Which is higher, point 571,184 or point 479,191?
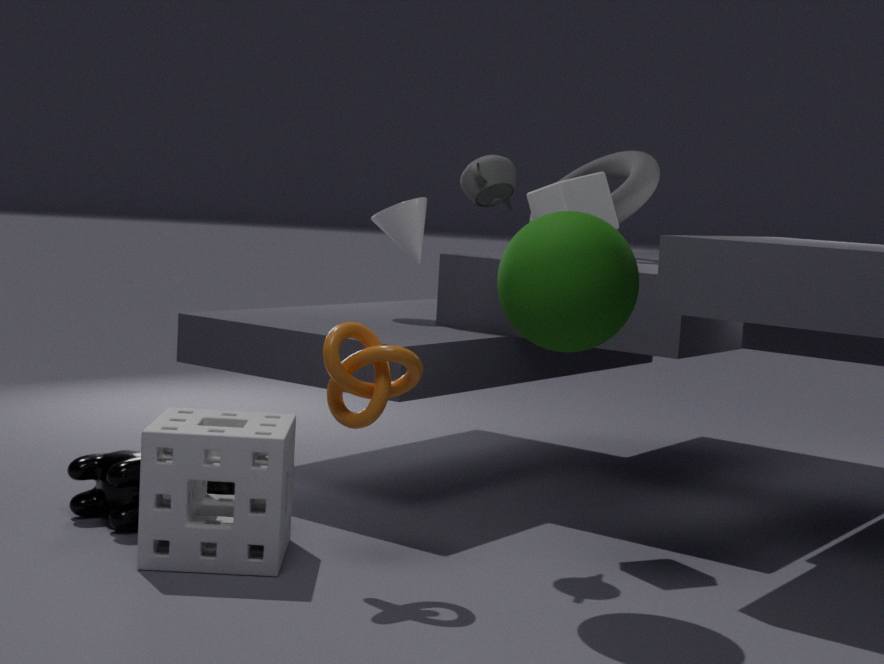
point 479,191
